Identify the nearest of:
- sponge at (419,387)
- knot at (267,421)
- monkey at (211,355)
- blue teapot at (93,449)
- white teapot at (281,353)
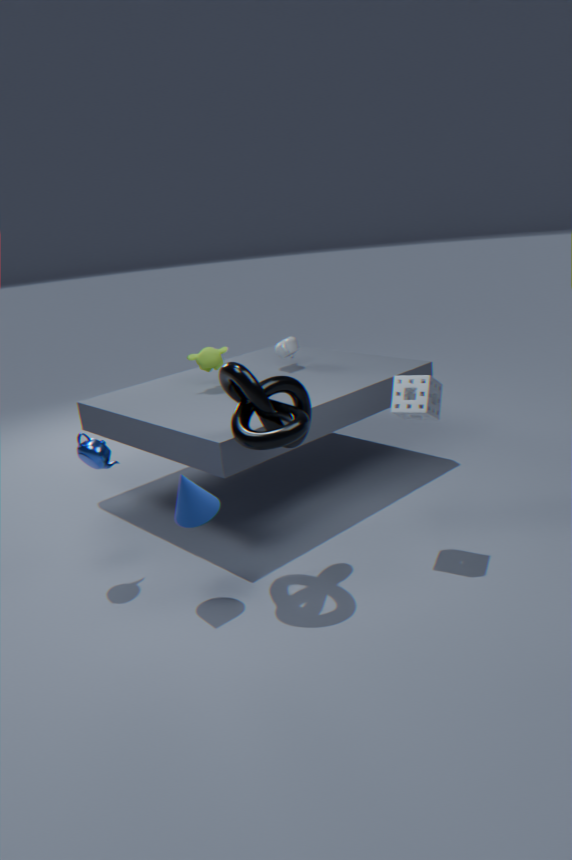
knot at (267,421)
